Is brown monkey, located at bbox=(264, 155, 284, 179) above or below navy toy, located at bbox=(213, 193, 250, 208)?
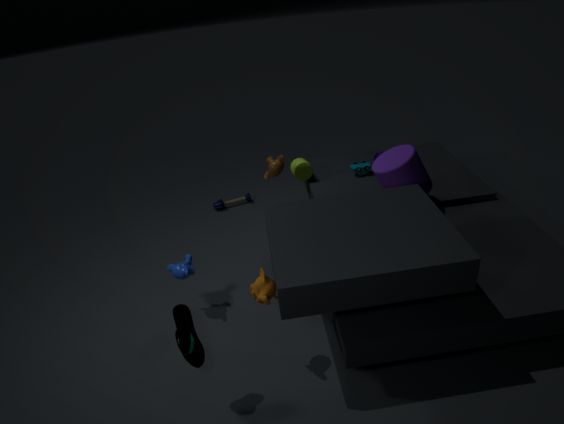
above
